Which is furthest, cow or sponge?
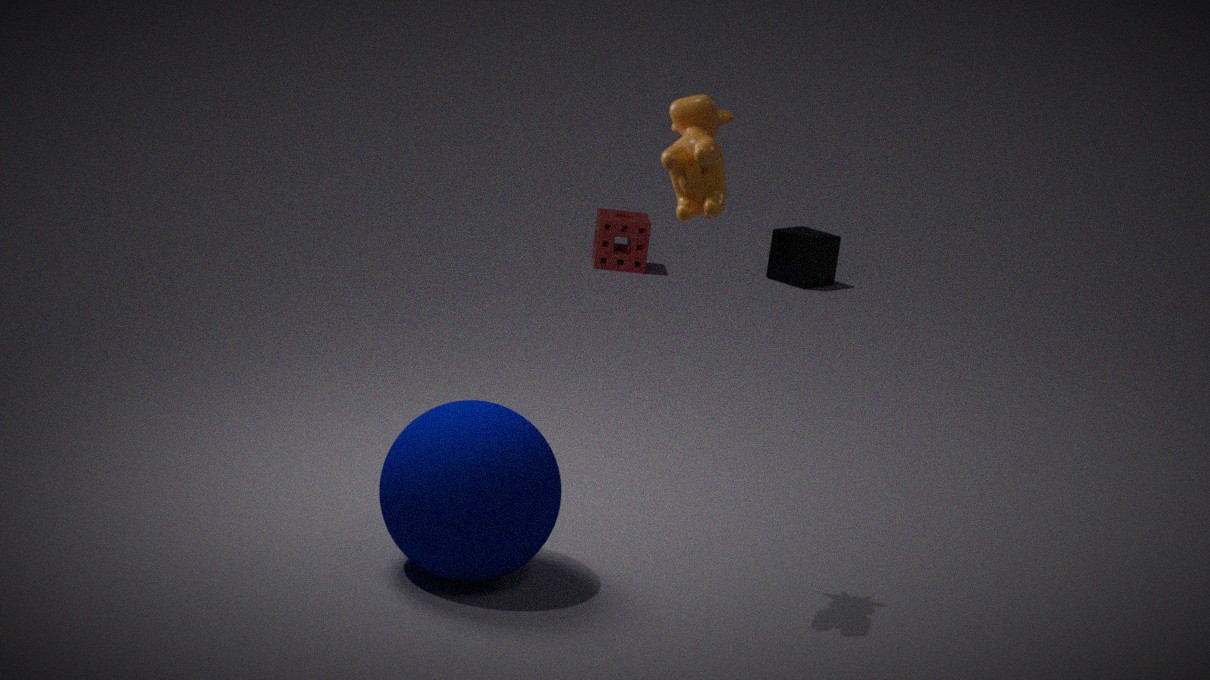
sponge
